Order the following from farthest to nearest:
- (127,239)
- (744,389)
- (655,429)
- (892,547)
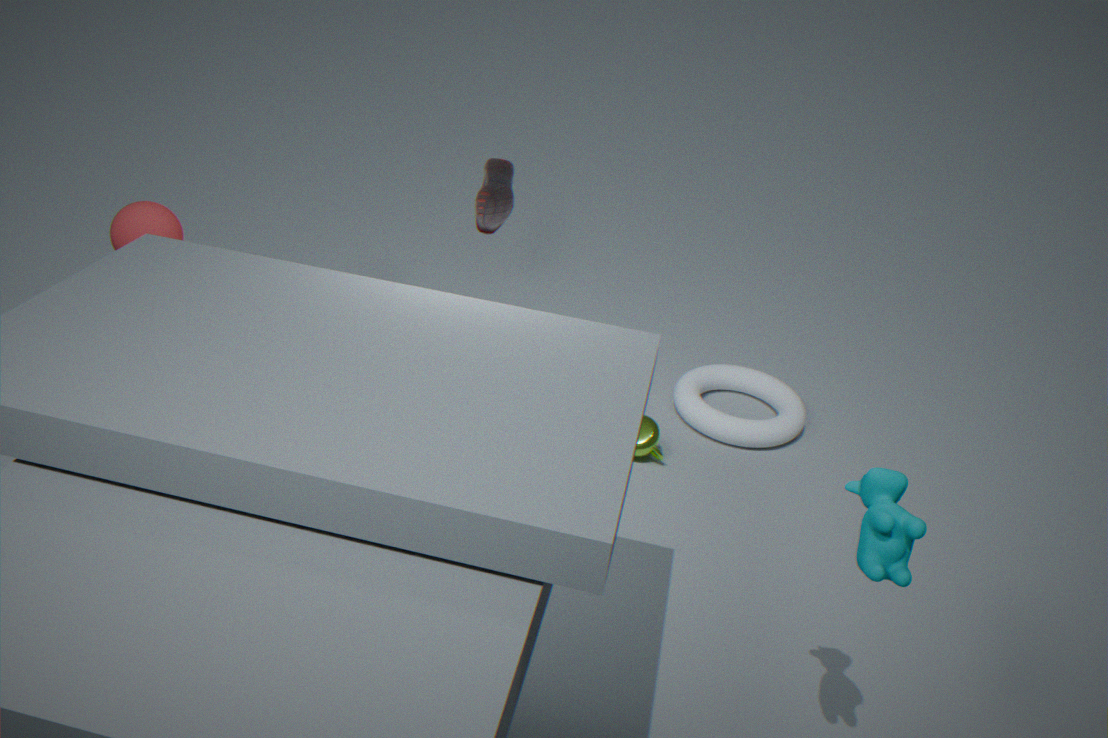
(744,389), (655,429), (127,239), (892,547)
